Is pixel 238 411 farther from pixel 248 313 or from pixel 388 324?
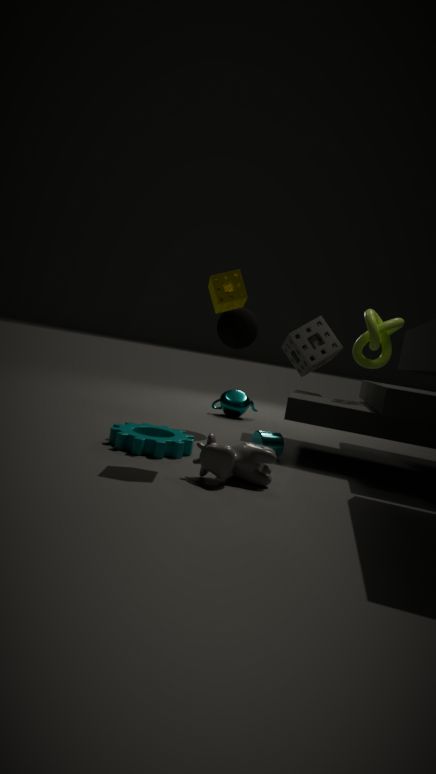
pixel 388 324
